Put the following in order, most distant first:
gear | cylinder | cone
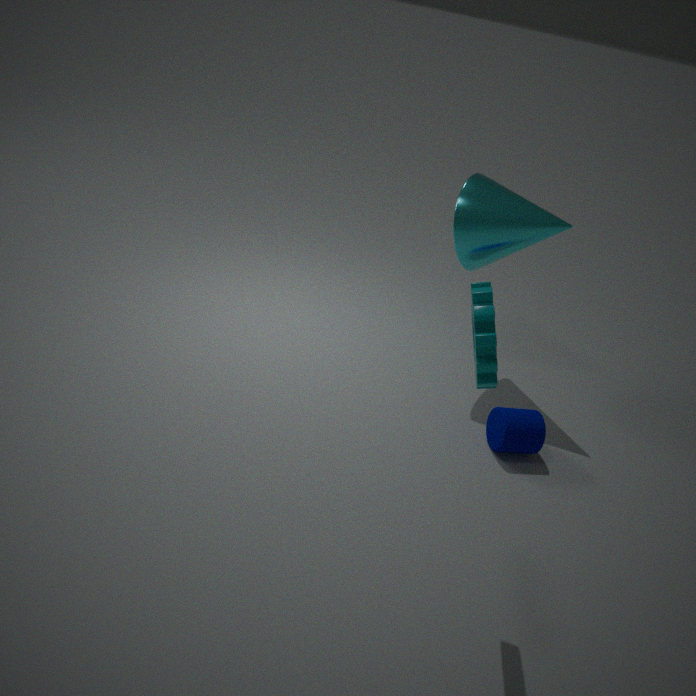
1. cone
2. cylinder
3. gear
